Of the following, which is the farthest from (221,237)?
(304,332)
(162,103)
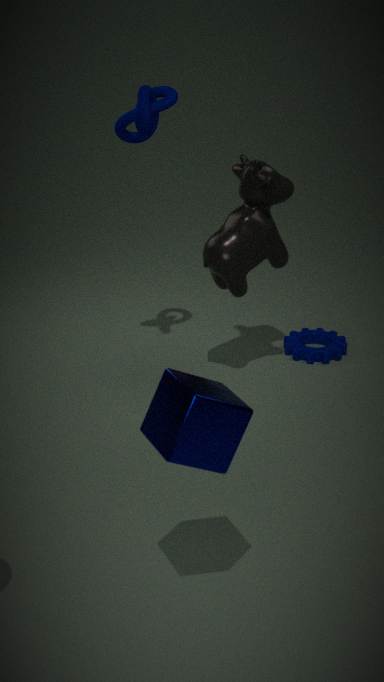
(304,332)
